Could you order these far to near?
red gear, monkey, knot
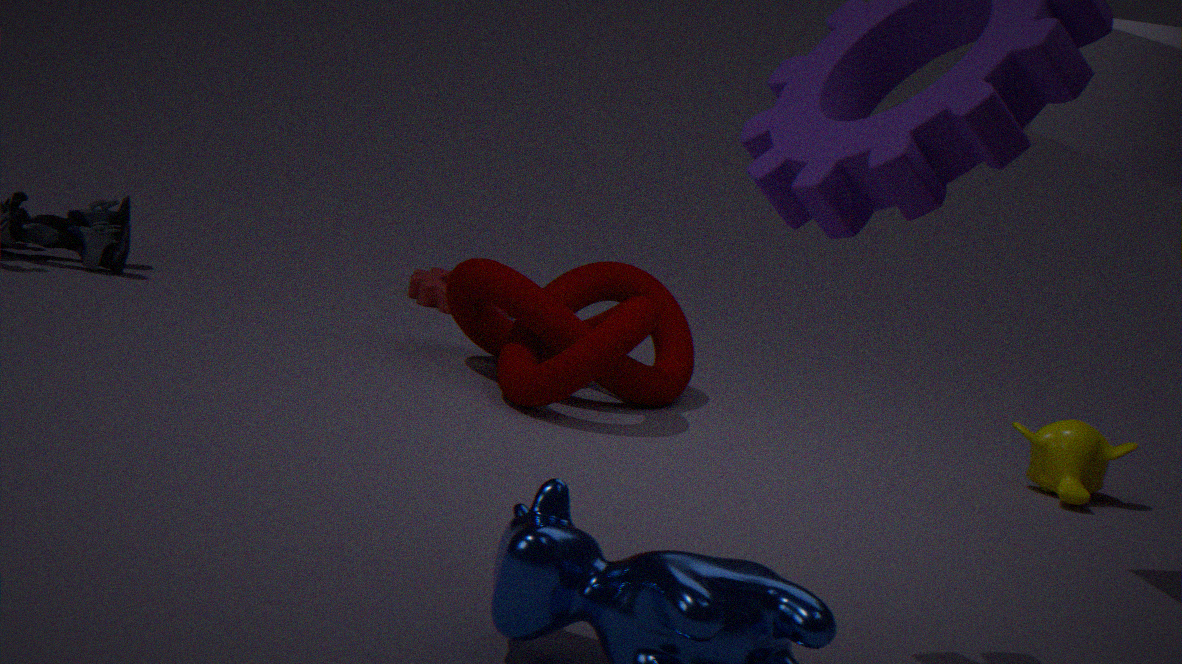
red gear → monkey → knot
